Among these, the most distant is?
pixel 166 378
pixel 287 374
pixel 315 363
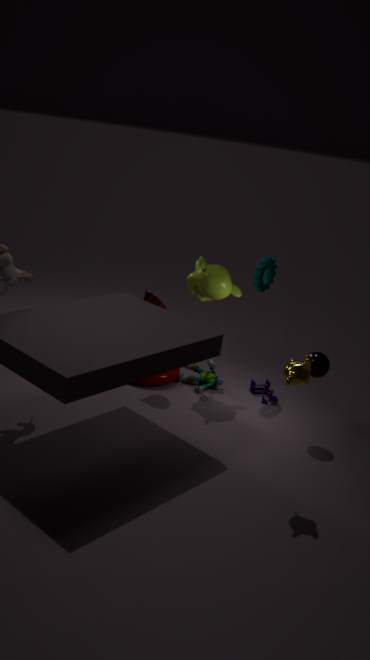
pixel 166 378
